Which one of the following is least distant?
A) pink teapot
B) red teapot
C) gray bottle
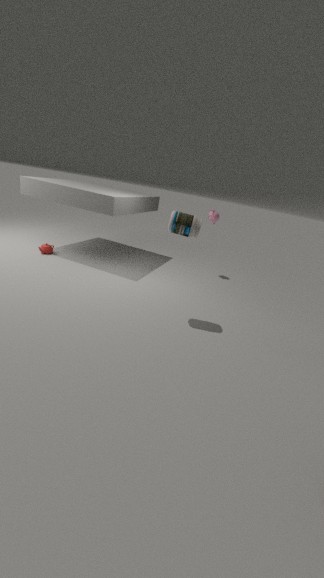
gray bottle
